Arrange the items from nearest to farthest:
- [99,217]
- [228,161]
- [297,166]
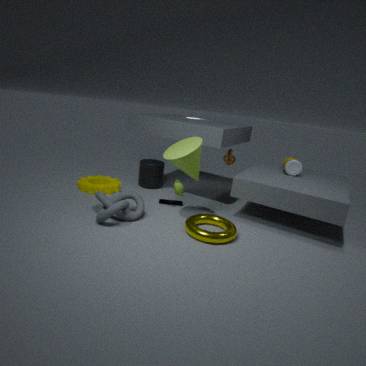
1. [99,217]
2. [297,166]
3. [228,161]
